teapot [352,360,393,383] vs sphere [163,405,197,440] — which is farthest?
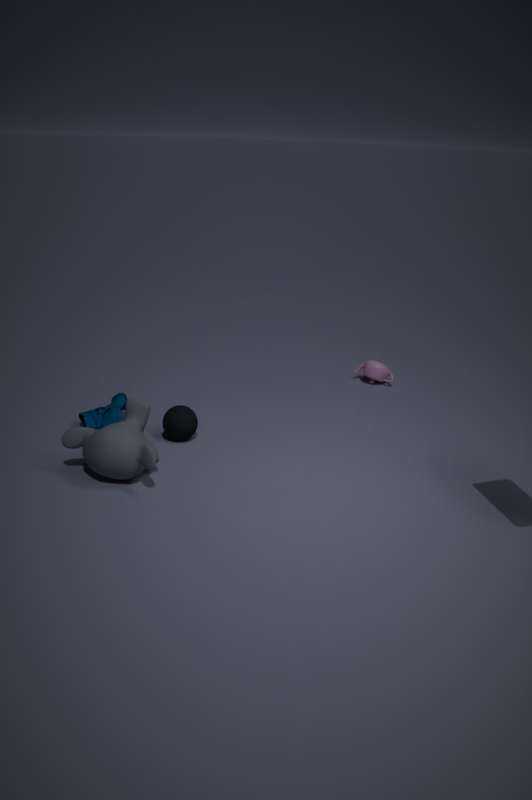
teapot [352,360,393,383]
